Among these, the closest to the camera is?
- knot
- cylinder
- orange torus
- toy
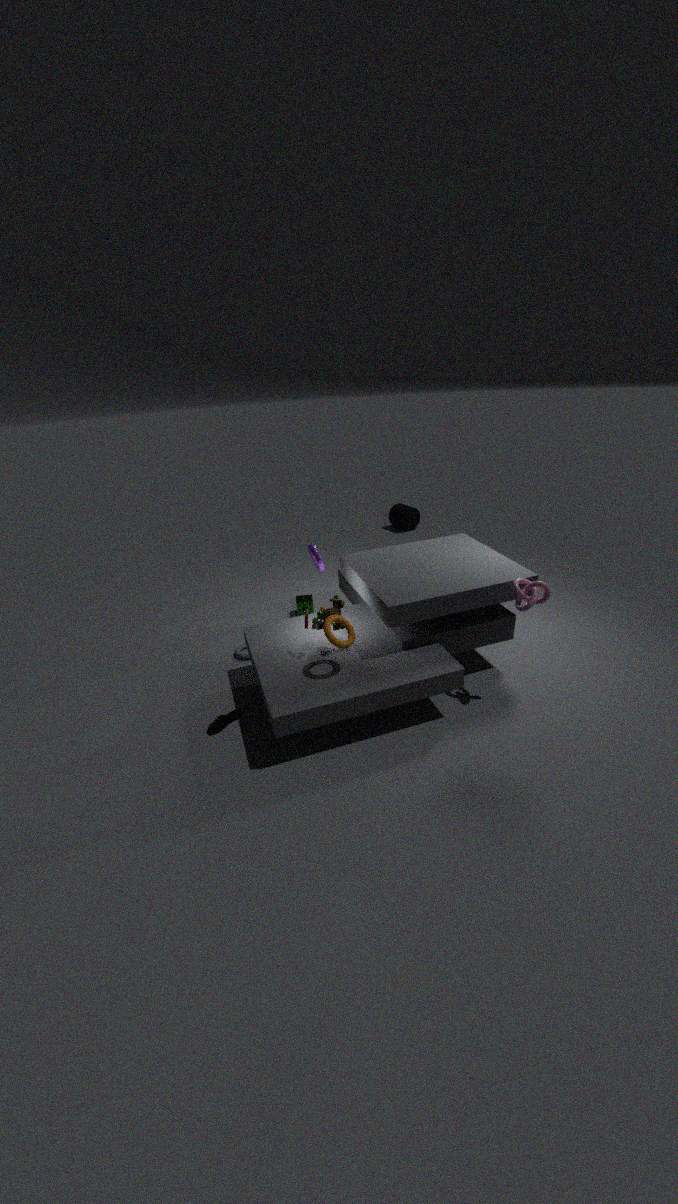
orange torus
